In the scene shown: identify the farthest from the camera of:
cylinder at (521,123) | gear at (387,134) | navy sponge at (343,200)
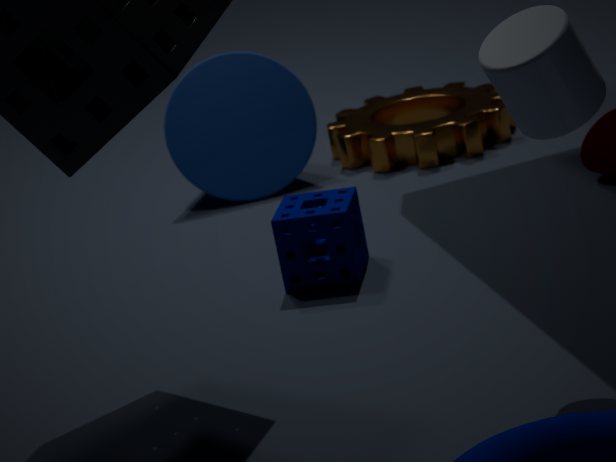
gear at (387,134)
